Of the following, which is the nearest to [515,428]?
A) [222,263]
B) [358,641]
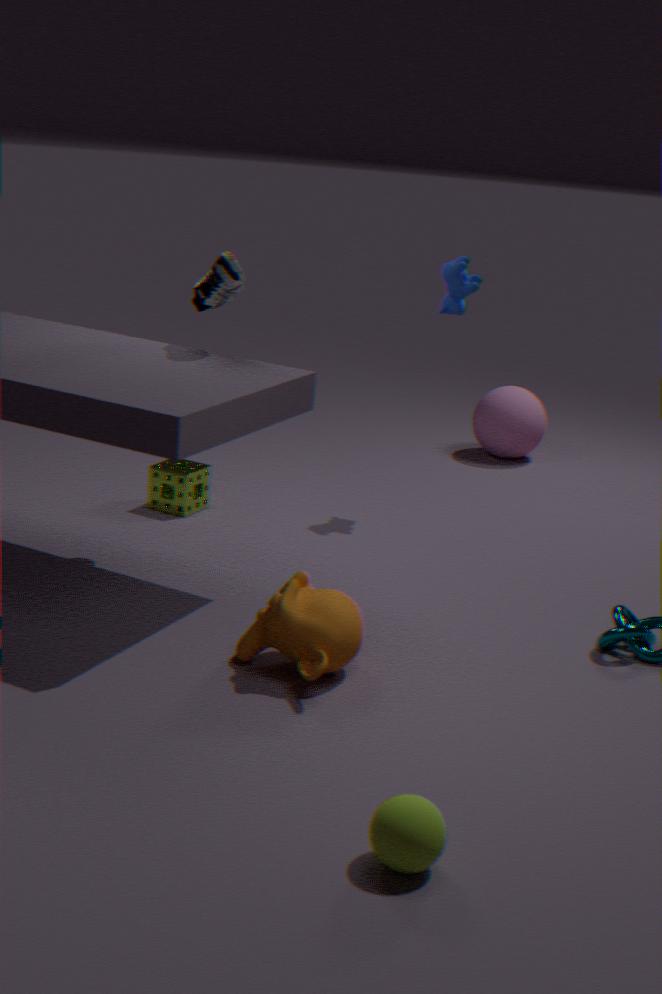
[222,263]
